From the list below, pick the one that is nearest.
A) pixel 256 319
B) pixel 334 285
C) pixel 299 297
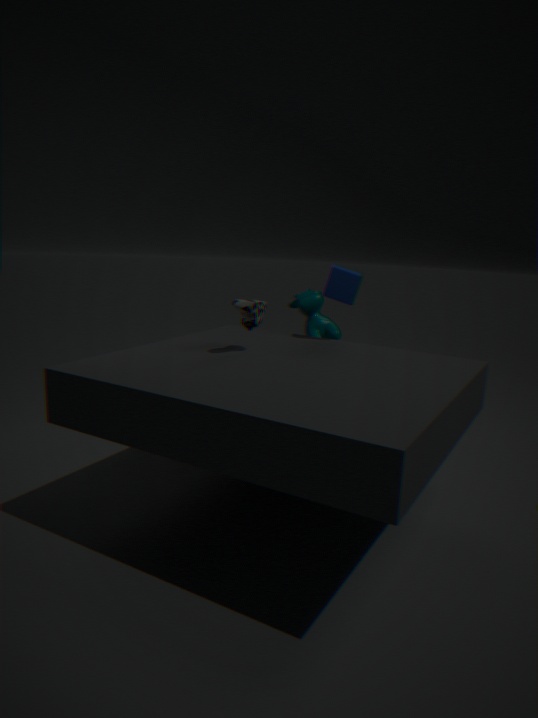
pixel 256 319
